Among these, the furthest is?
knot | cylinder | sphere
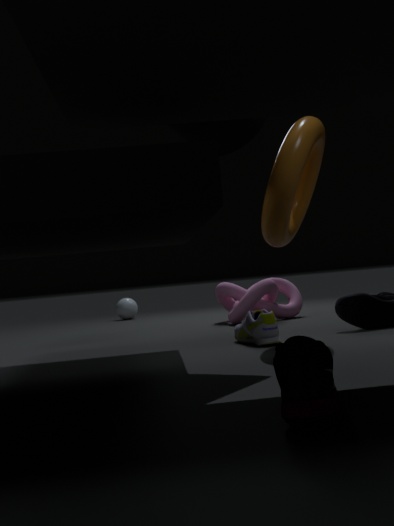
sphere
